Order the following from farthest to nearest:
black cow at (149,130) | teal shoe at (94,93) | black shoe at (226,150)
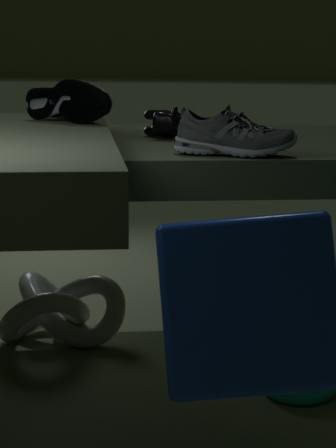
black cow at (149,130) → teal shoe at (94,93) → black shoe at (226,150)
